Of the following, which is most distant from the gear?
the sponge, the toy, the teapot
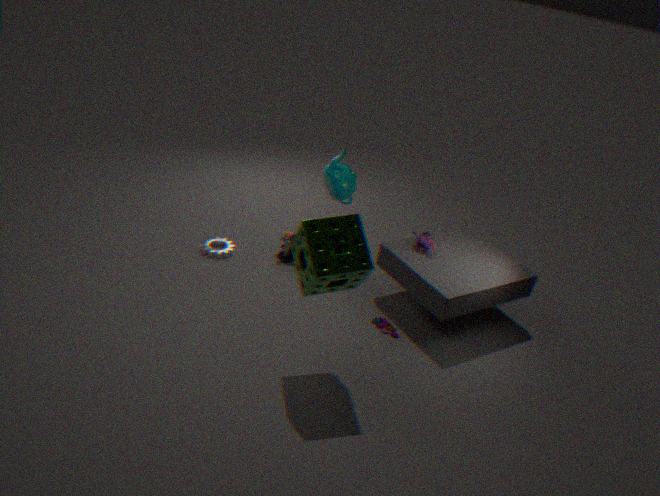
the toy
